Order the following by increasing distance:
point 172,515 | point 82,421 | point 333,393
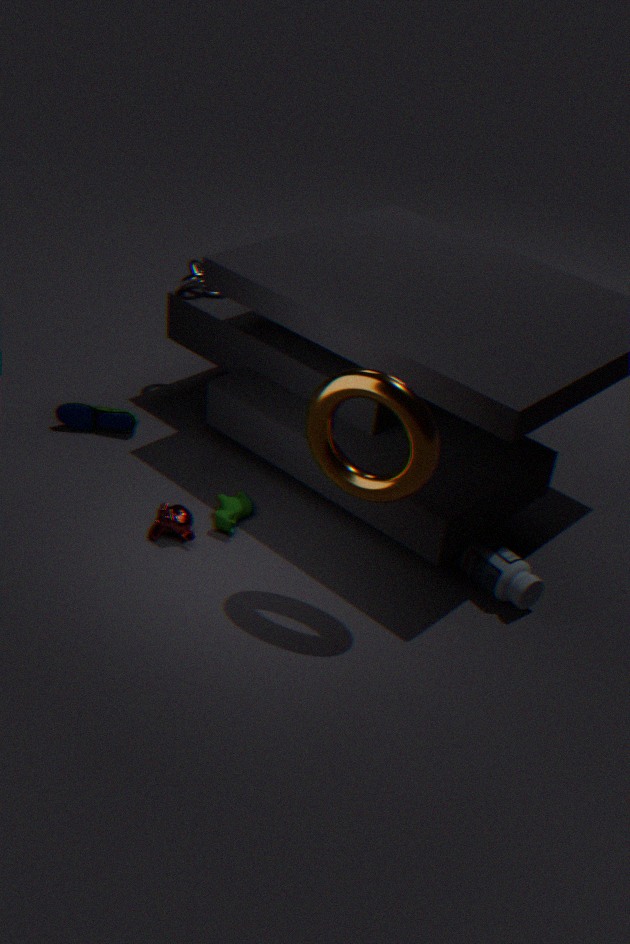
point 333,393
point 172,515
point 82,421
